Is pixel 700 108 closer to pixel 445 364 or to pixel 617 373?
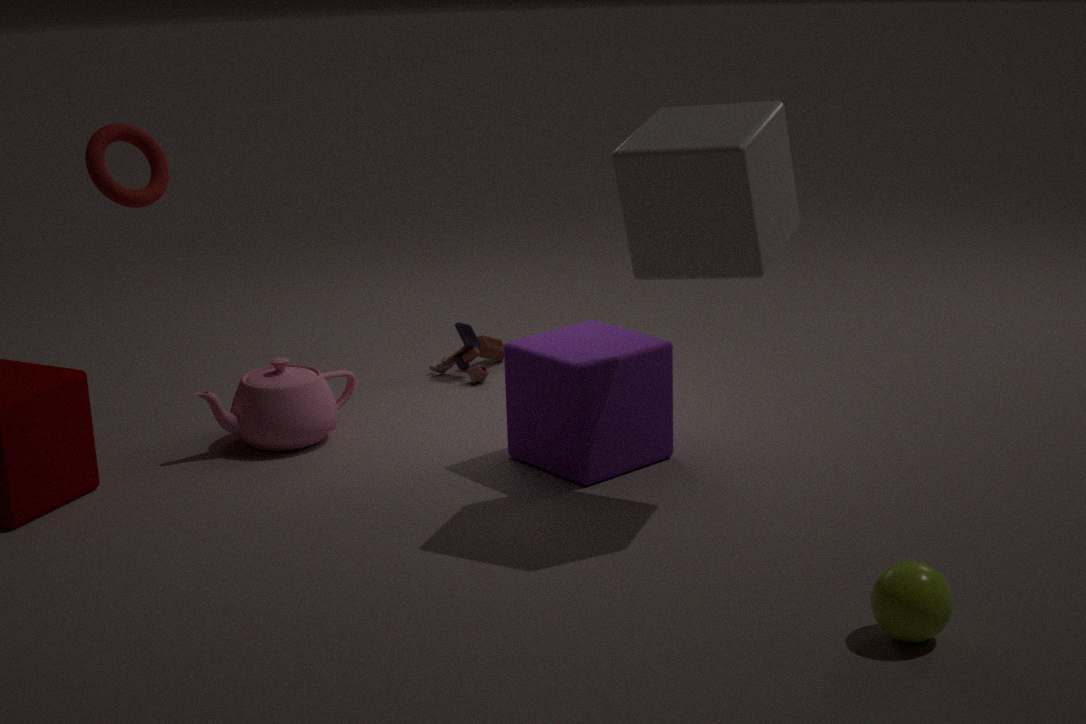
pixel 617 373
